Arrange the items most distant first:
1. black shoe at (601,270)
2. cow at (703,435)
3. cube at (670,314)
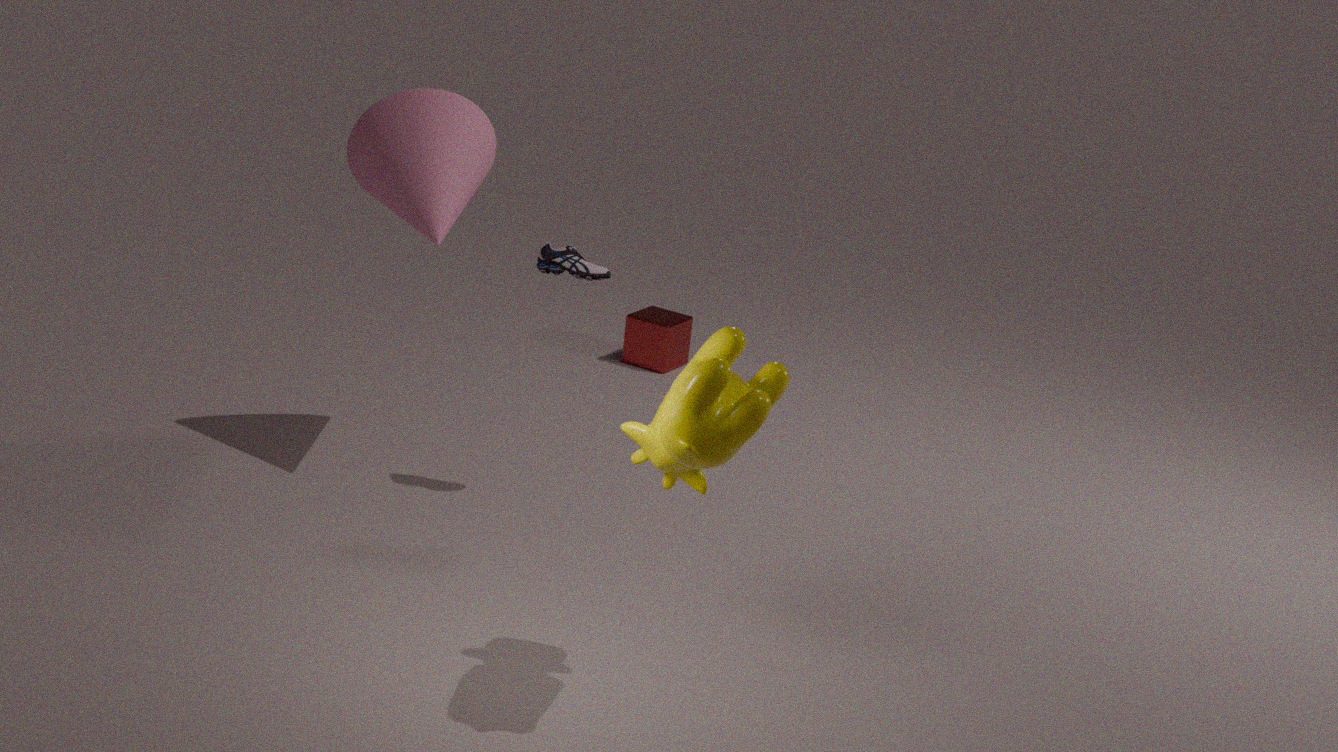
1. cube at (670,314)
2. black shoe at (601,270)
3. cow at (703,435)
